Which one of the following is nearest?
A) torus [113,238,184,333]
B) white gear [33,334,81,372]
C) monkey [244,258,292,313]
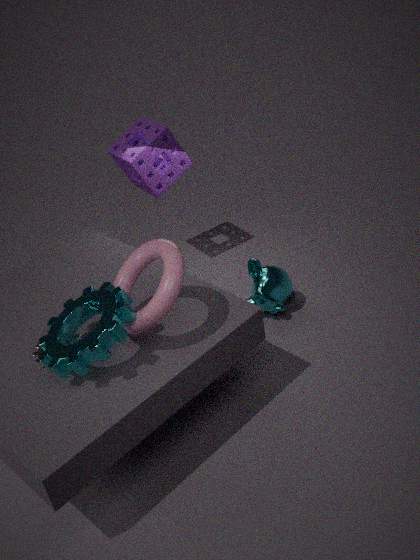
torus [113,238,184,333]
